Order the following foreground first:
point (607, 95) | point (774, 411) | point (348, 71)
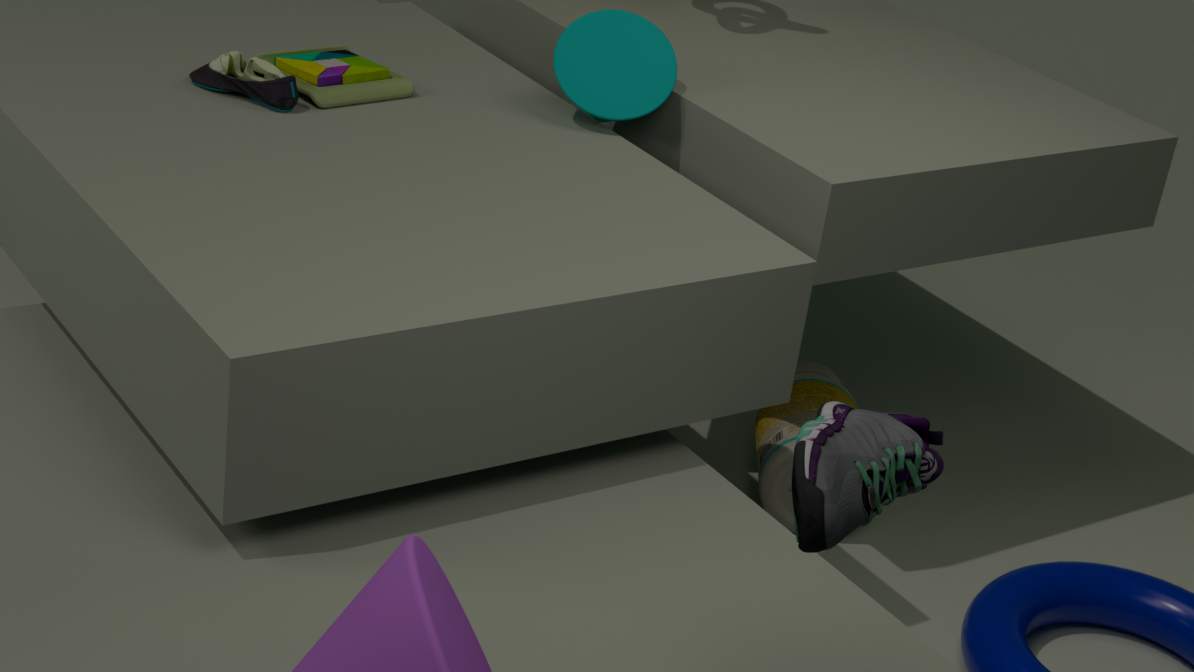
point (607, 95), point (348, 71), point (774, 411)
